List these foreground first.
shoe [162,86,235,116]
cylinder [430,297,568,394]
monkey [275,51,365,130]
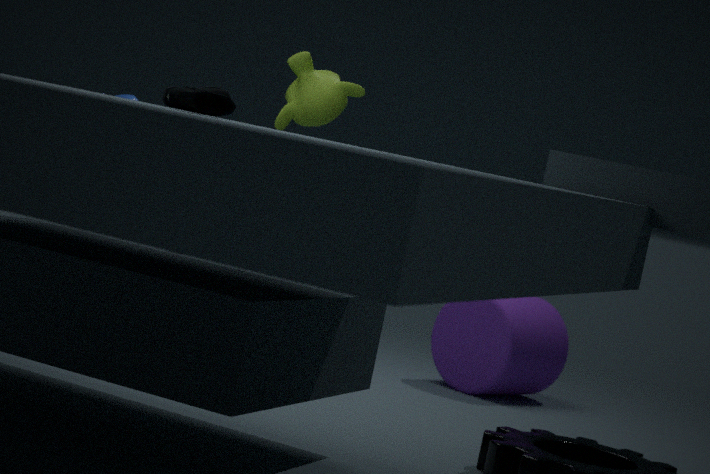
shoe [162,86,235,116] < monkey [275,51,365,130] < cylinder [430,297,568,394]
